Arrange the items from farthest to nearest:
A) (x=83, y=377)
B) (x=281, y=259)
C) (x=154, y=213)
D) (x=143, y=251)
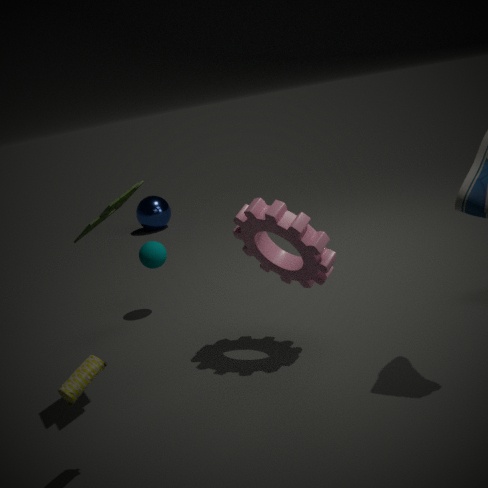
(x=154, y=213)
(x=143, y=251)
(x=281, y=259)
(x=83, y=377)
